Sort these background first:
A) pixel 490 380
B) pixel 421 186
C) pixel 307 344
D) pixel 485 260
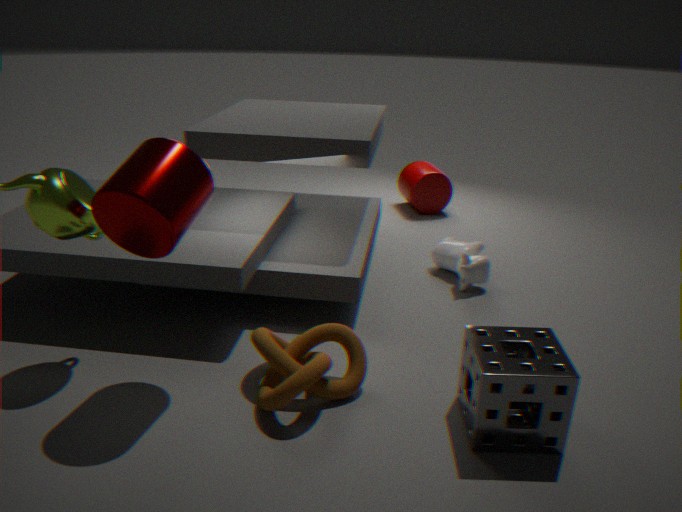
1. pixel 421 186
2. pixel 485 260
3. pixel 307 344
4. pixel 490 380
